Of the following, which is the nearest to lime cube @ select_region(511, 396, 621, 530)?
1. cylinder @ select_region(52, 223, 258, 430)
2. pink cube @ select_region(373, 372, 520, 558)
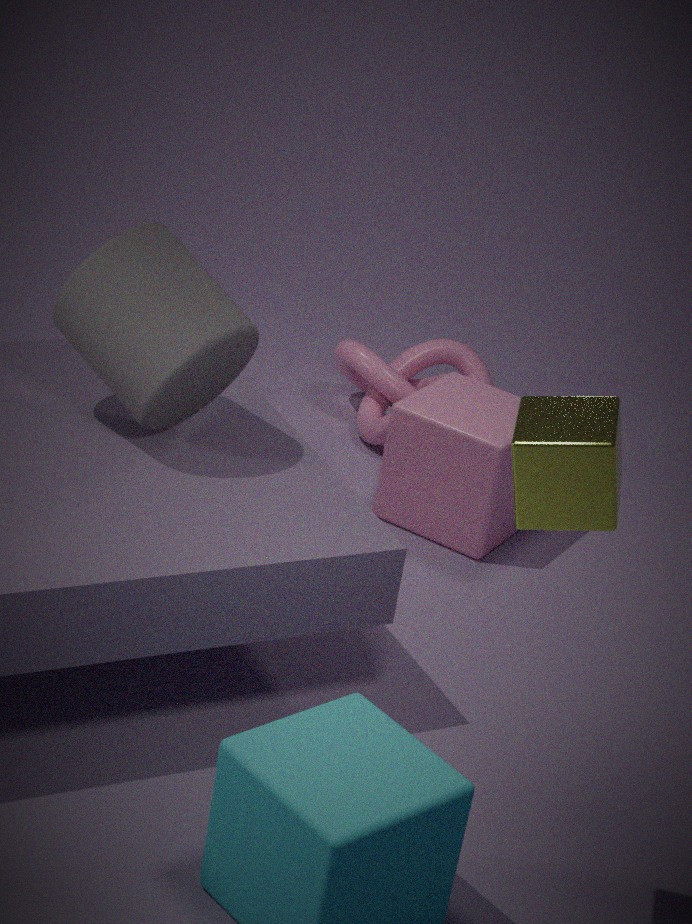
cylinder @ select_region(52, 223, 258, 430)
